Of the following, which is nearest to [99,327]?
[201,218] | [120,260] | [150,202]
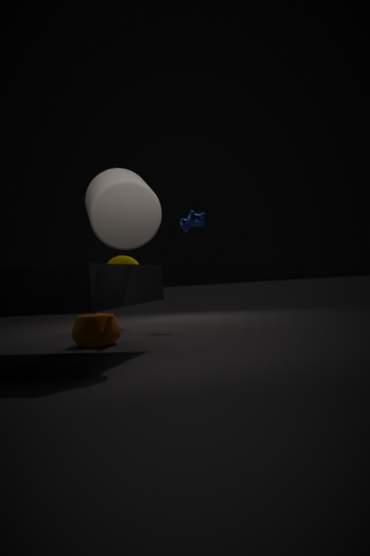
[150,202]
